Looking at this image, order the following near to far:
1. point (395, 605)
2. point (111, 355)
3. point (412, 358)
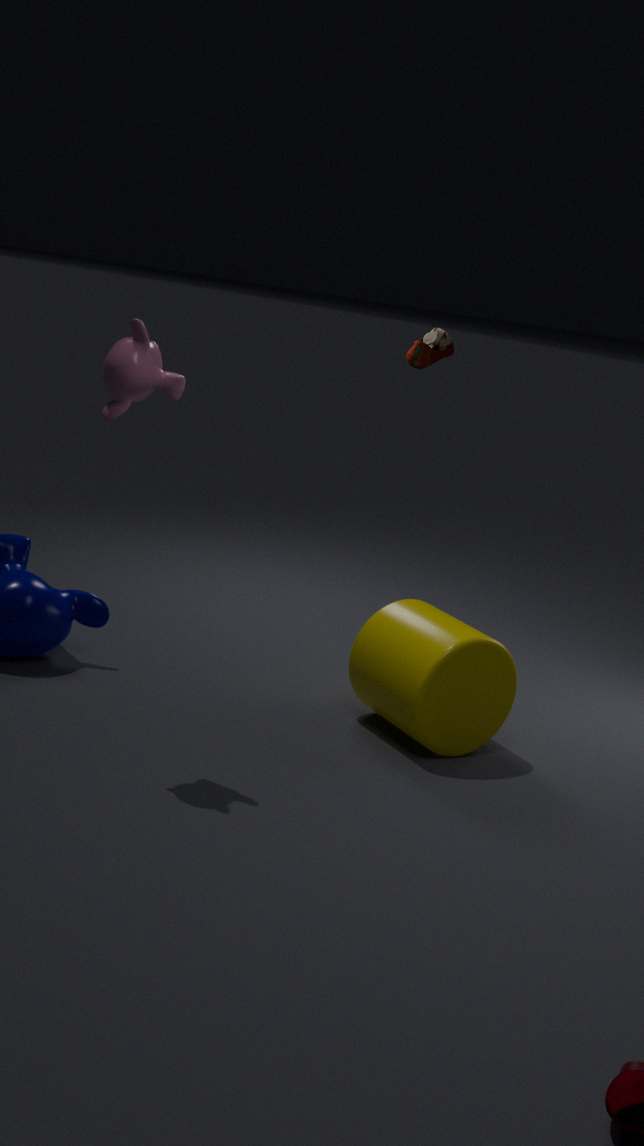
point (111, 355) < point (395, 605) < point (412, 358)
